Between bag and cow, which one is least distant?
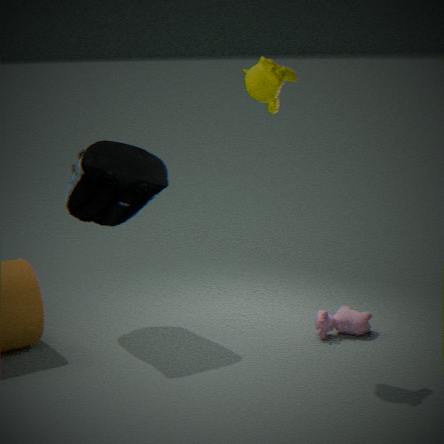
bag
